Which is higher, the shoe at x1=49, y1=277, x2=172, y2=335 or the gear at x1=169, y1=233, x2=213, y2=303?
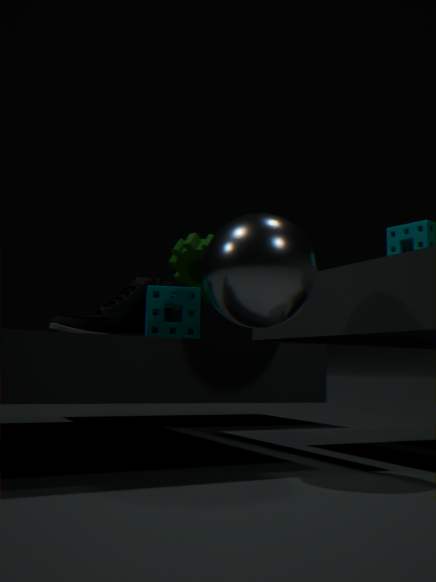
the gear at x1=169, y1=233, x2=213, y2=303
